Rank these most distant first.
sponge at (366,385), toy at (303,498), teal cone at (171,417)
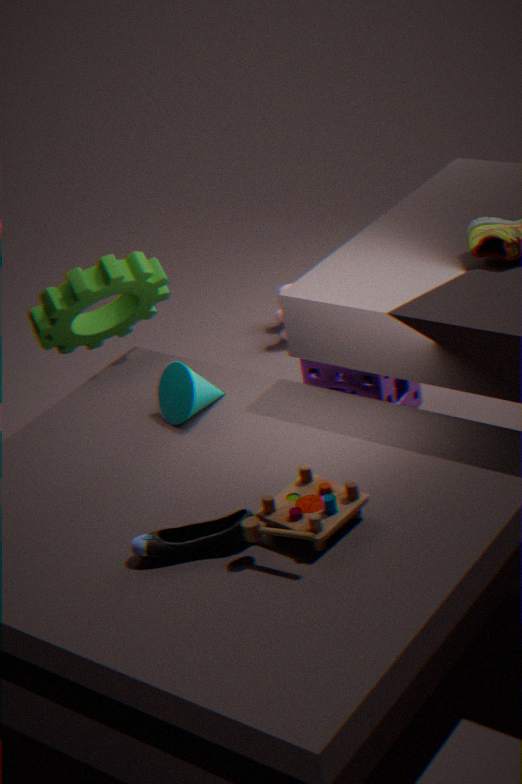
sponge at (366,385)
teal cone at (171,417)
toy at (303,498)
